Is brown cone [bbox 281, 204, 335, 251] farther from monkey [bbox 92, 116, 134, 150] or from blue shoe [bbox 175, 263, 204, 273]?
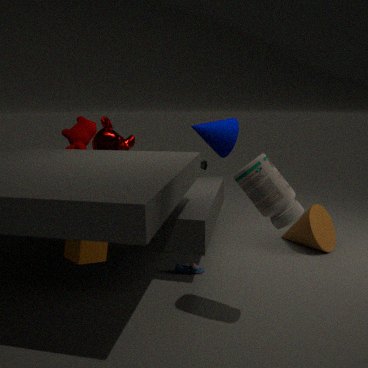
monkey [bbox 92, 116, 134, 150]
